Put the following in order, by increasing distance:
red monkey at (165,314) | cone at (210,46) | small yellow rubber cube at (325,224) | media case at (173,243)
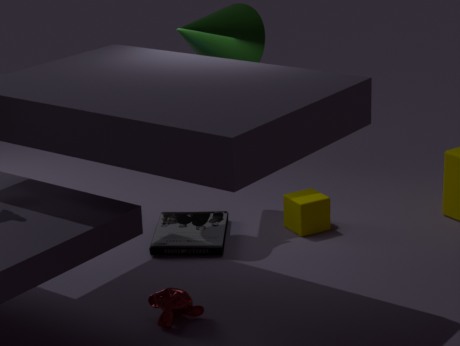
1. red monkey at (165,314)
2. media case at (173,243)
3. small yellow rubber cube at (325,224)
4. cone at (210,46)
